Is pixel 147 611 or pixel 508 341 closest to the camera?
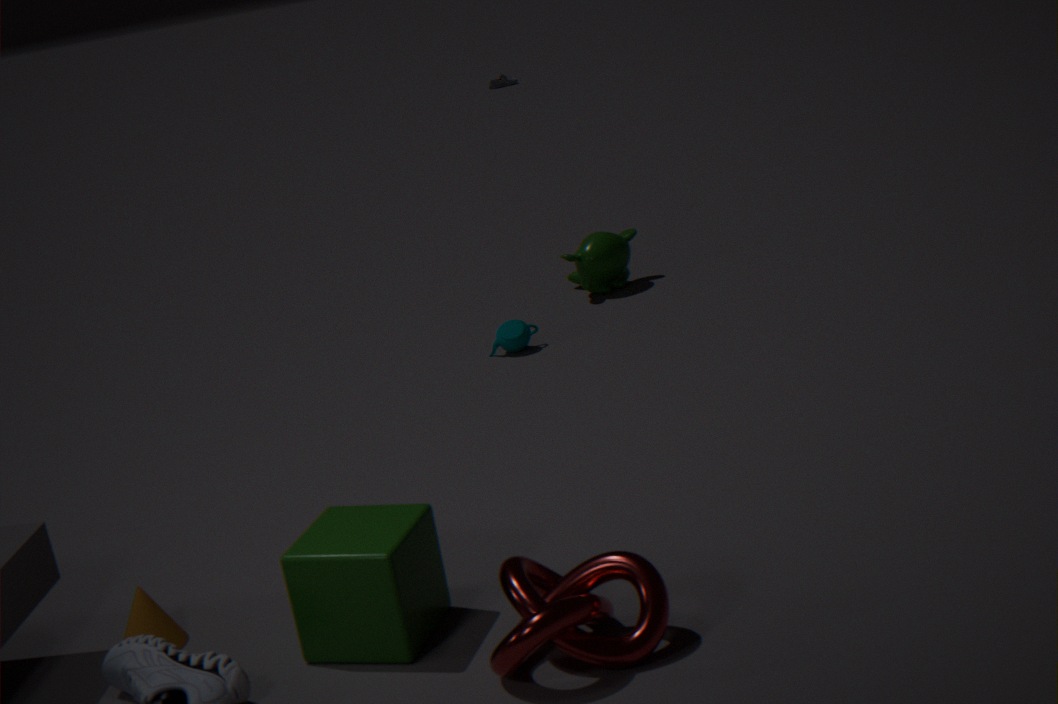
pixel 147 611
